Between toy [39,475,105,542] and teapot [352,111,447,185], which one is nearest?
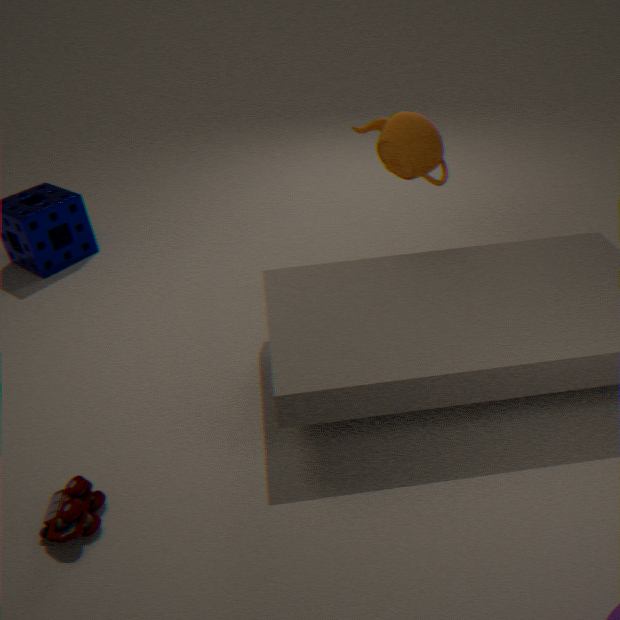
toy [39,475,105,542]
